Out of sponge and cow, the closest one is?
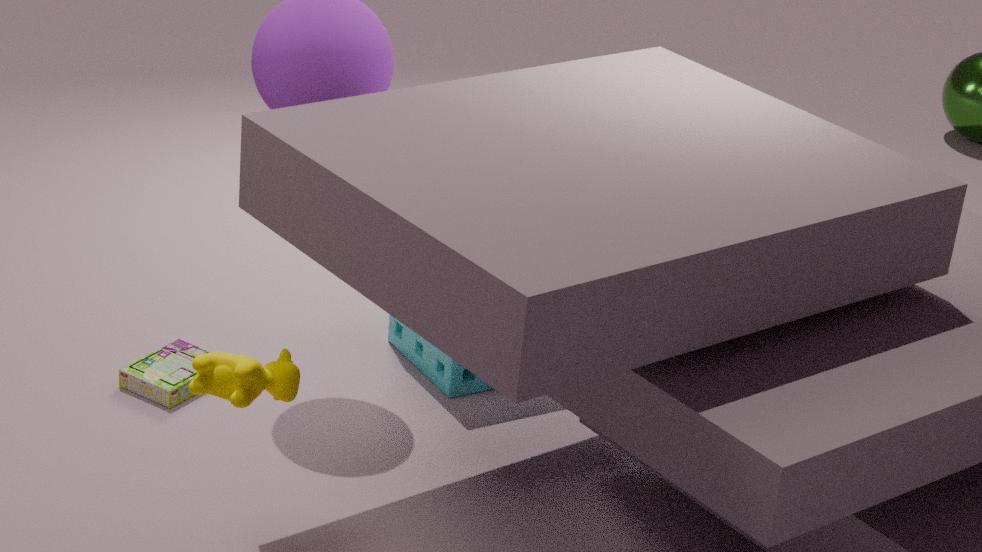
cow
